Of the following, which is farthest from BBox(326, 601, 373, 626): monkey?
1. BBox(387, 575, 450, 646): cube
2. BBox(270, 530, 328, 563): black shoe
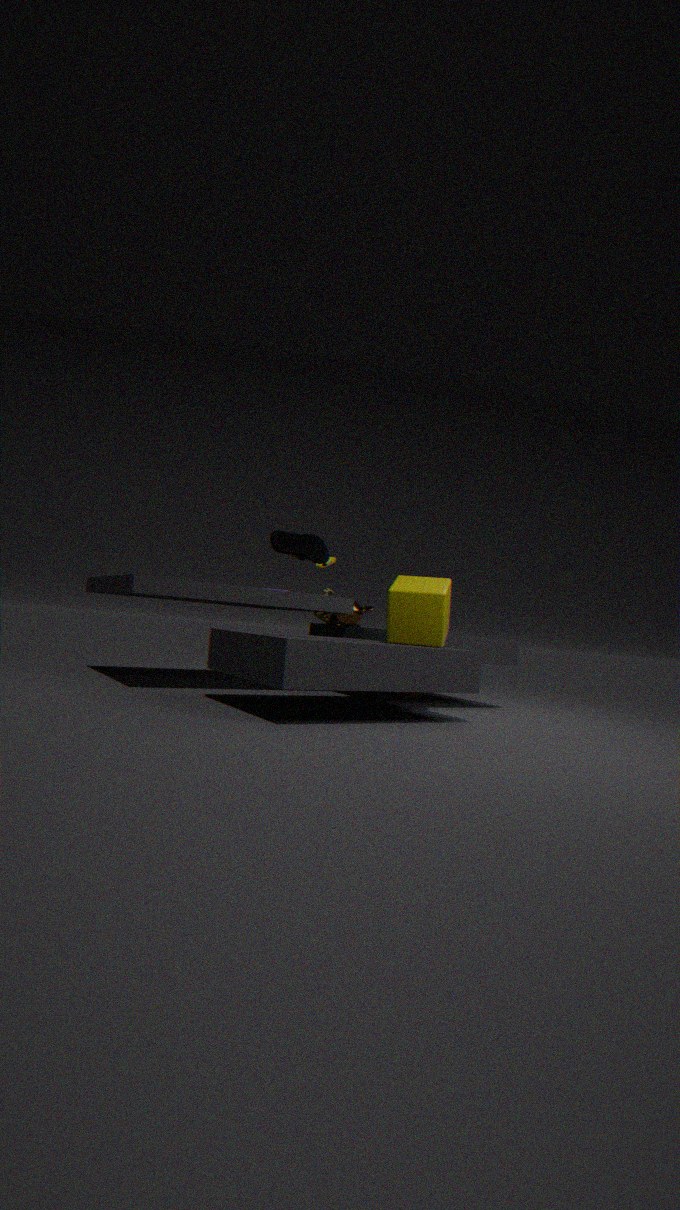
BBox(270, 530, 328, 563): black shoe
